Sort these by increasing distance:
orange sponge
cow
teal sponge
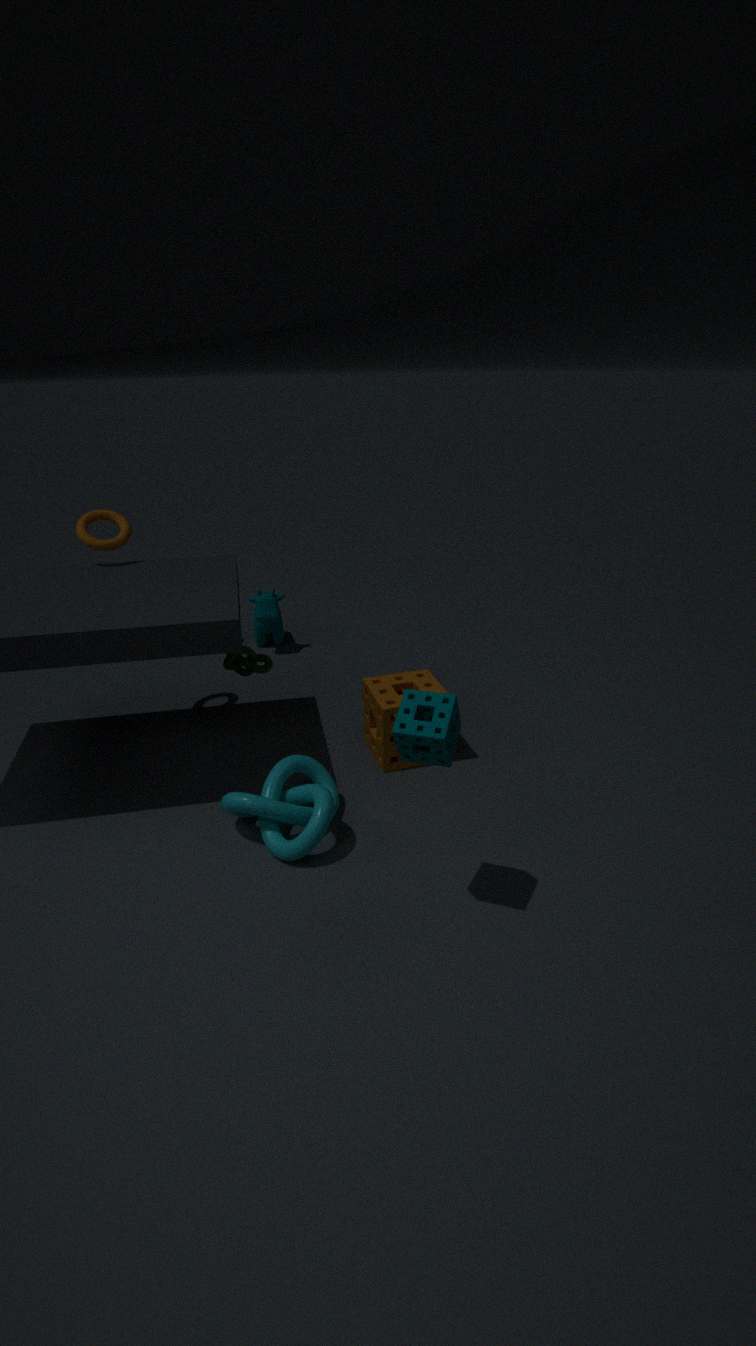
Answer: teal sponge < orange sponge < cow
